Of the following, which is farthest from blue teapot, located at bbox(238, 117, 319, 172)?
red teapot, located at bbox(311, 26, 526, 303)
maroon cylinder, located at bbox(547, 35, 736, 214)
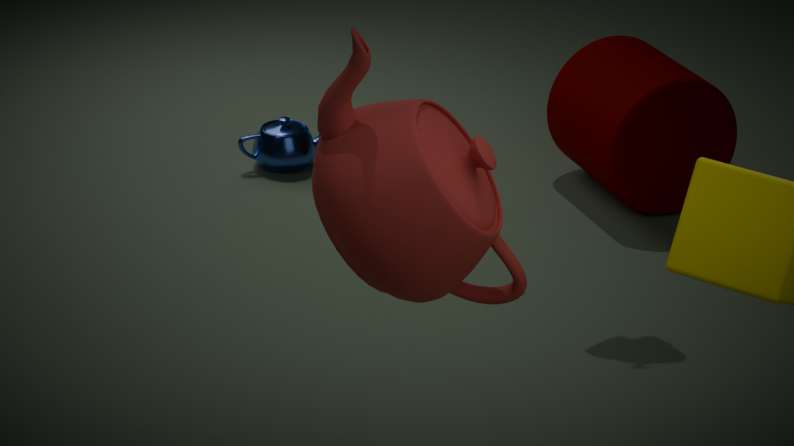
red teapot, located at bbox(311, 26, 526, 303)
